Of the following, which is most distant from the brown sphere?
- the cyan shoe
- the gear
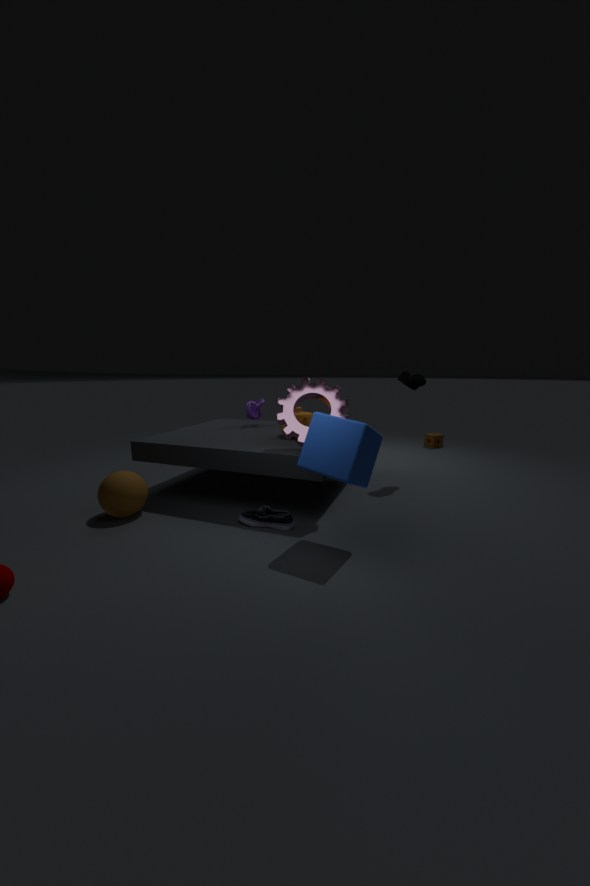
the gear
